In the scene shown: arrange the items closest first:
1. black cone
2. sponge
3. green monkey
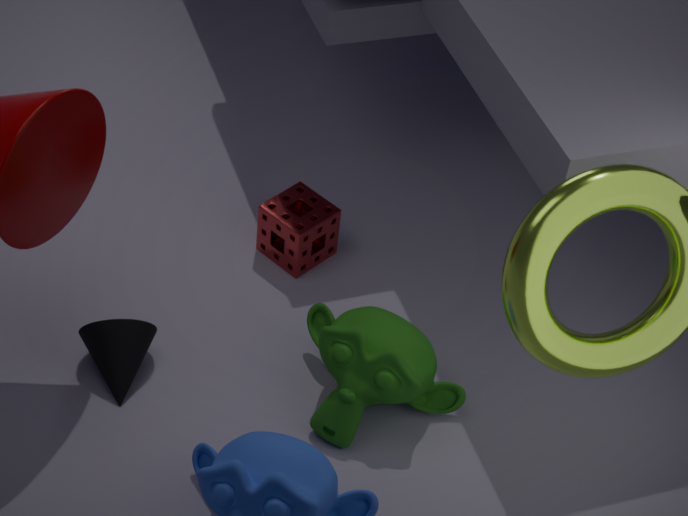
green monkey, black cone, sponge
